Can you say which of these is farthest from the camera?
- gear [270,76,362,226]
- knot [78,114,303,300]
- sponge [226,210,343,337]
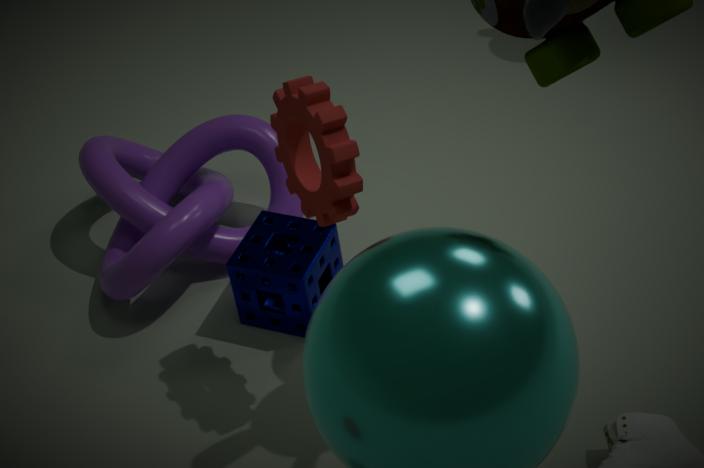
knot [78,114,303,300]
